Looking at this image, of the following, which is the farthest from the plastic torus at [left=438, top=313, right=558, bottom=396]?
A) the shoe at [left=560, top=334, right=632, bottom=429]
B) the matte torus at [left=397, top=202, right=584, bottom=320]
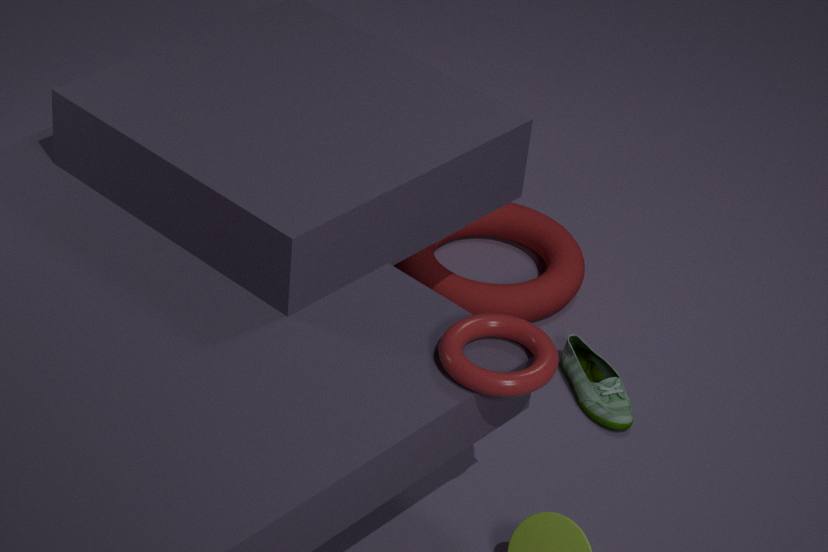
the matte torus at [left=397, top=202, right=584, bottom=320]
